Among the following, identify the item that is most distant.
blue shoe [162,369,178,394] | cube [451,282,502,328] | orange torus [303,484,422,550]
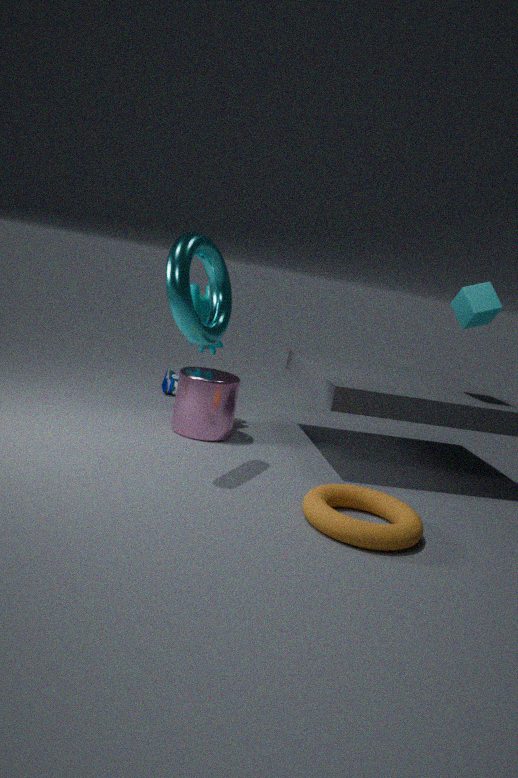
blue shoe [162,369,178,394]
